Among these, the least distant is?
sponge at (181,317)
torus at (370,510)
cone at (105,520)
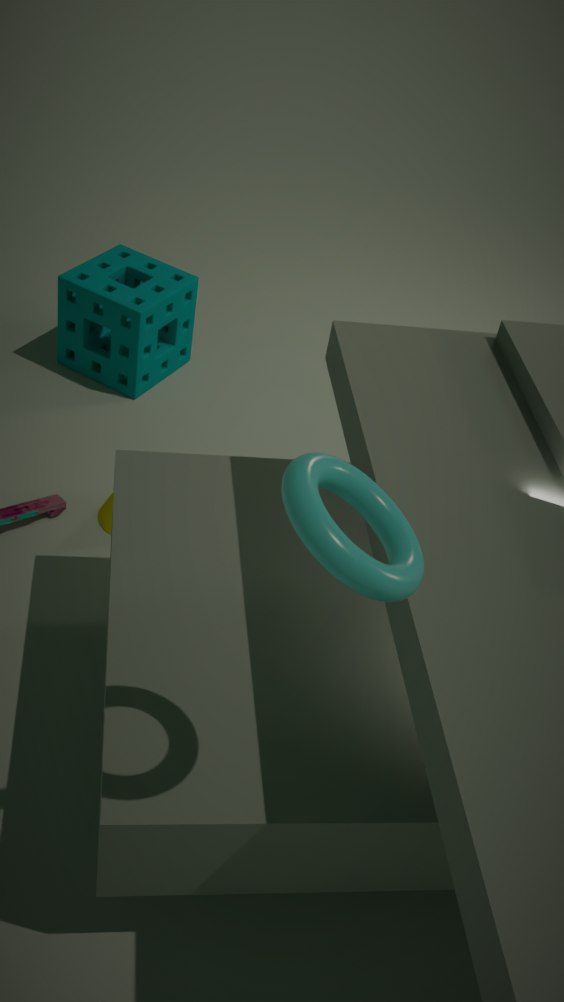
torus at (370,510)
